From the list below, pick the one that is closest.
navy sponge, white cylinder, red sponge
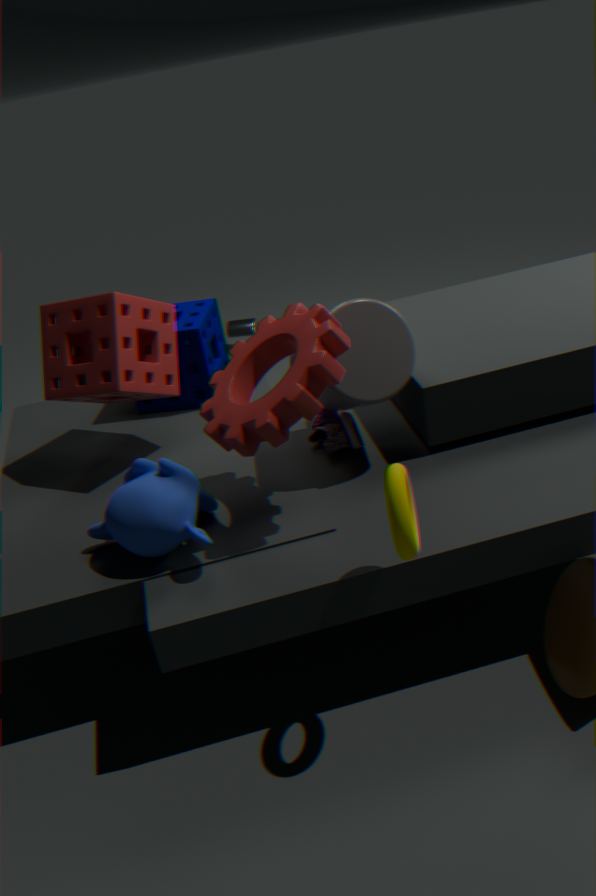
red sponge
